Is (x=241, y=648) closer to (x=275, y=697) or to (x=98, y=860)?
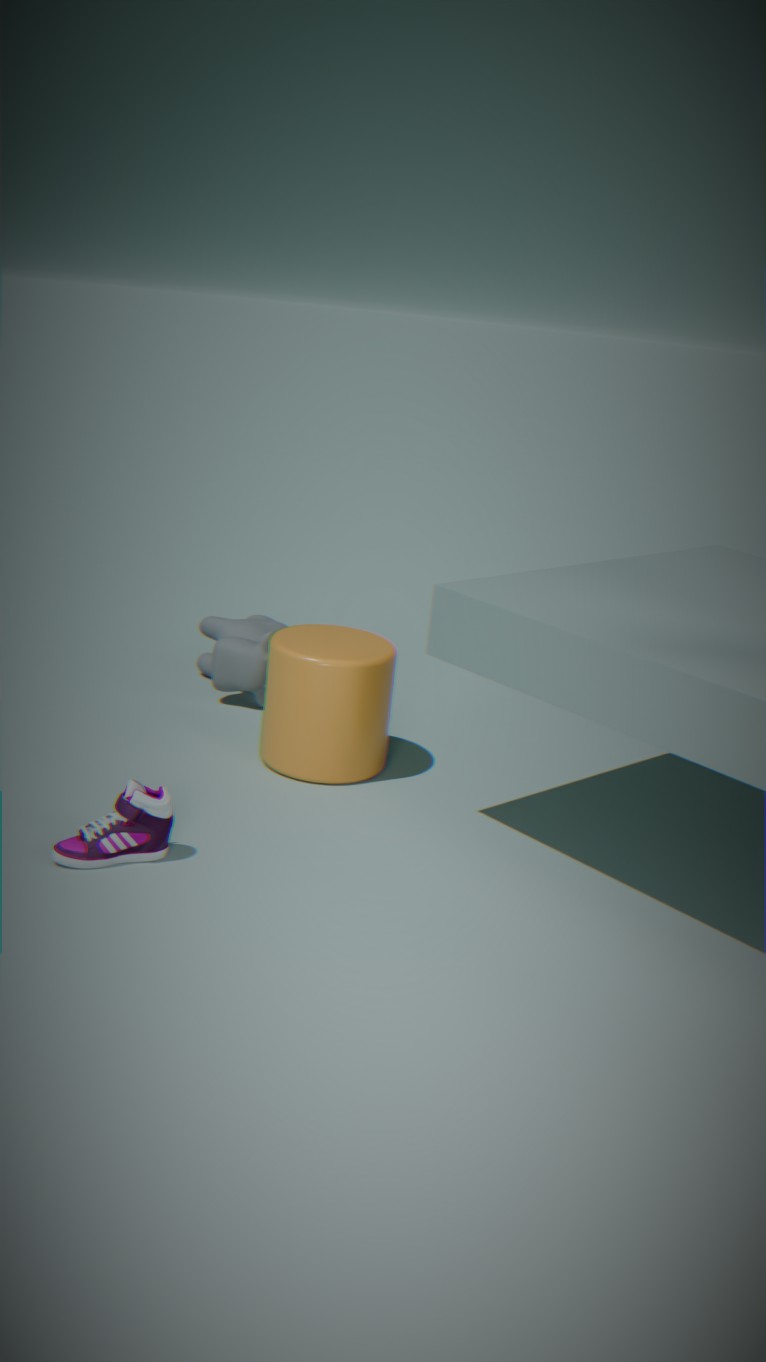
(x=275, y=697)
